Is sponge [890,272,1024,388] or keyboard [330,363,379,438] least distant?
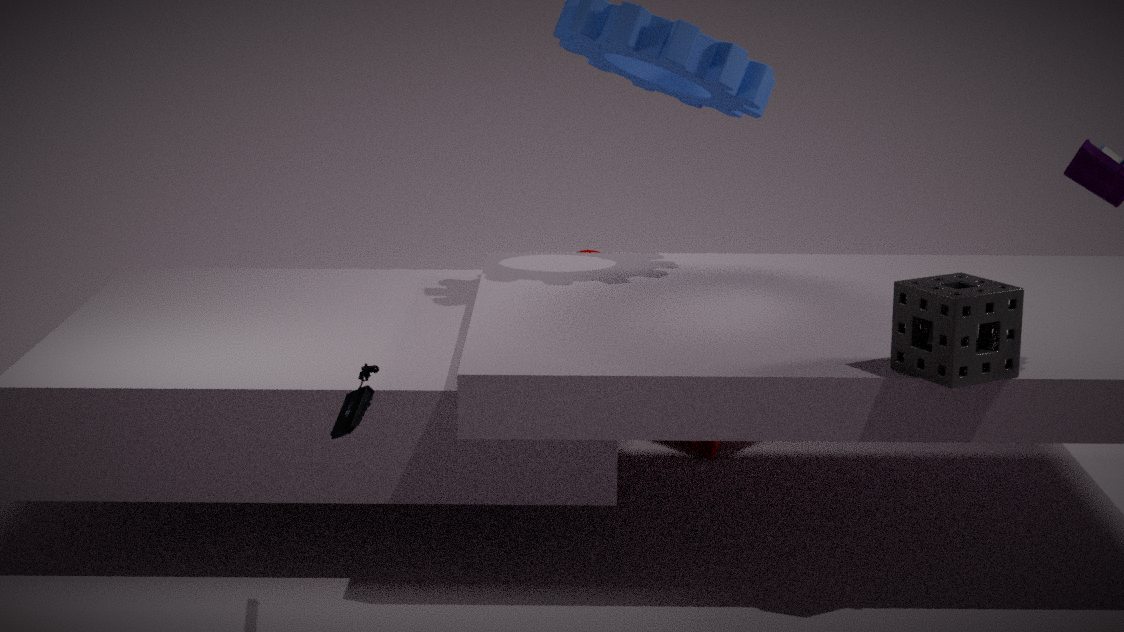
keyboard [330,363,379,438]
